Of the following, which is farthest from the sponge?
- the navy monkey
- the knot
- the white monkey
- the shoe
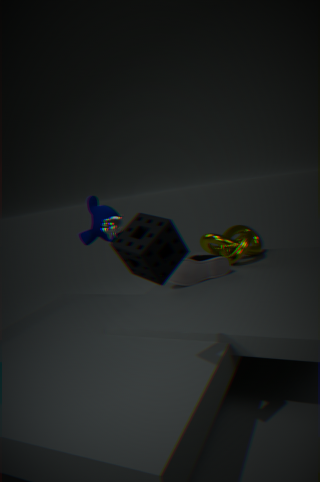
the navy monkey
